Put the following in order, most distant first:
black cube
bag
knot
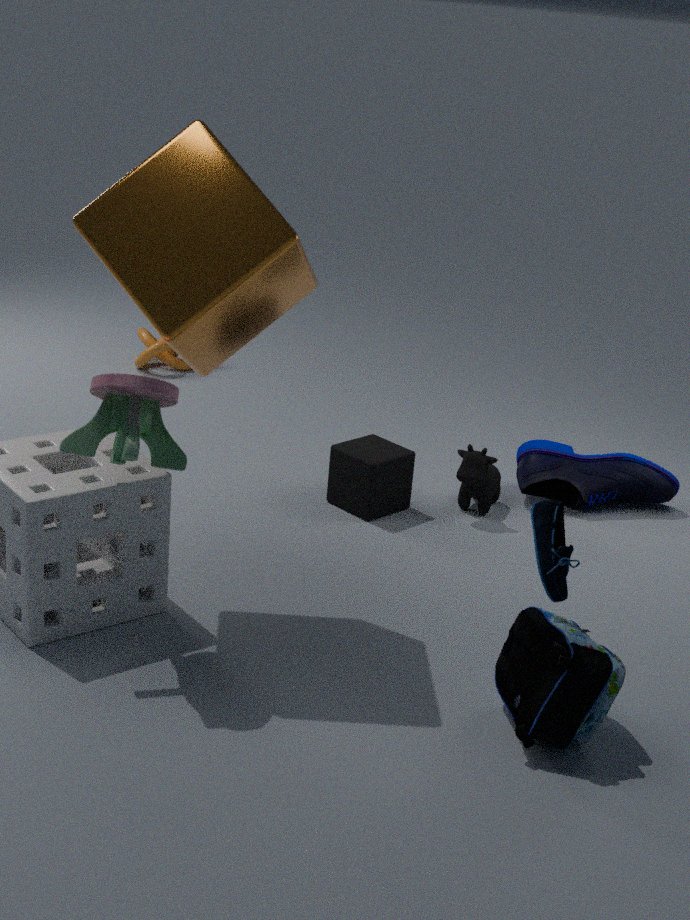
knot → black cube → bag
